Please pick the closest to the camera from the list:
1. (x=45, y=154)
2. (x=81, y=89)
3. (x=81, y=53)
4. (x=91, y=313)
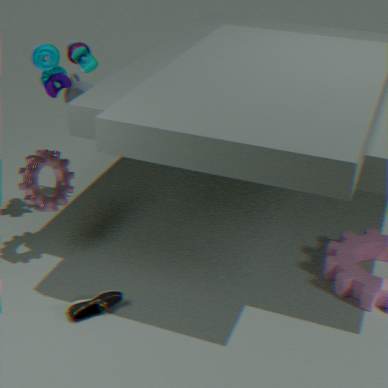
(x=91, y=313)
